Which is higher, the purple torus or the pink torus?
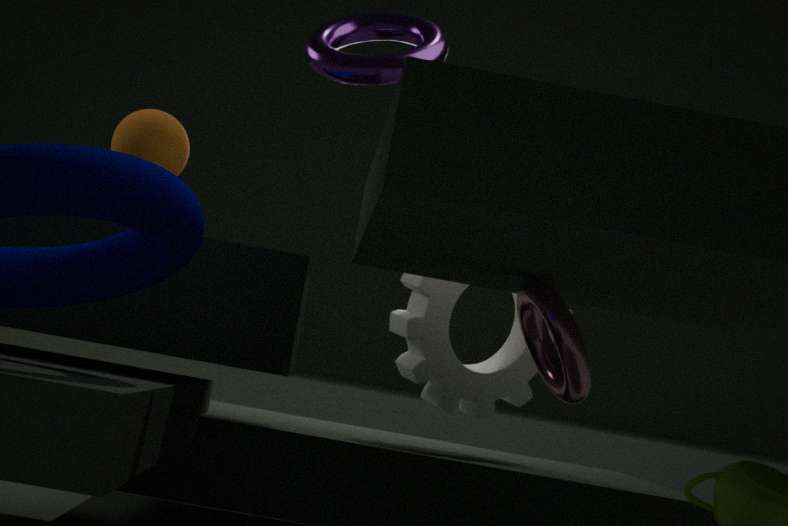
the purple torus
